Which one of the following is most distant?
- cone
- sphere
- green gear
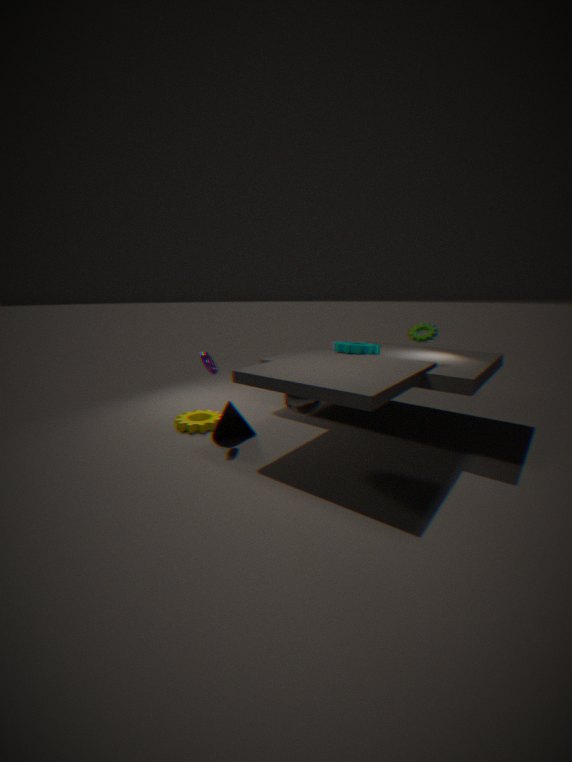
cone
